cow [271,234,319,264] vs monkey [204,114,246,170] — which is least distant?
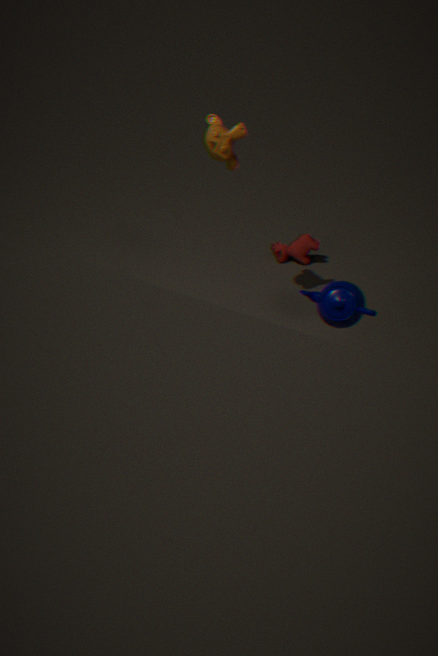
monkey [204,114,246,170]
